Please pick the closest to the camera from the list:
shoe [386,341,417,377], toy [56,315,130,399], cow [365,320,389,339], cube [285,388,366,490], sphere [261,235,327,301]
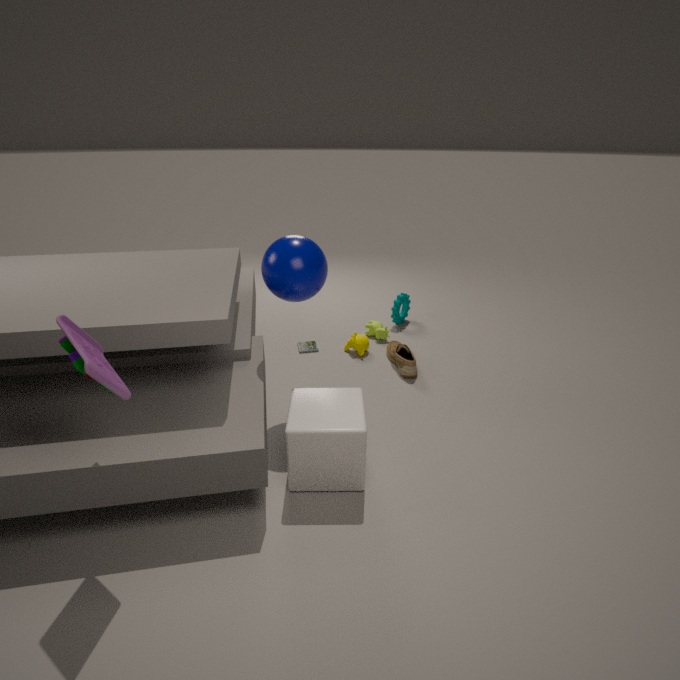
toy [56,315,130,399]
